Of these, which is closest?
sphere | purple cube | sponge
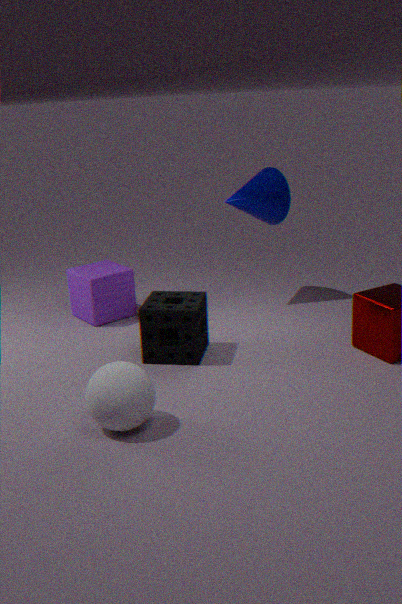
sphere
